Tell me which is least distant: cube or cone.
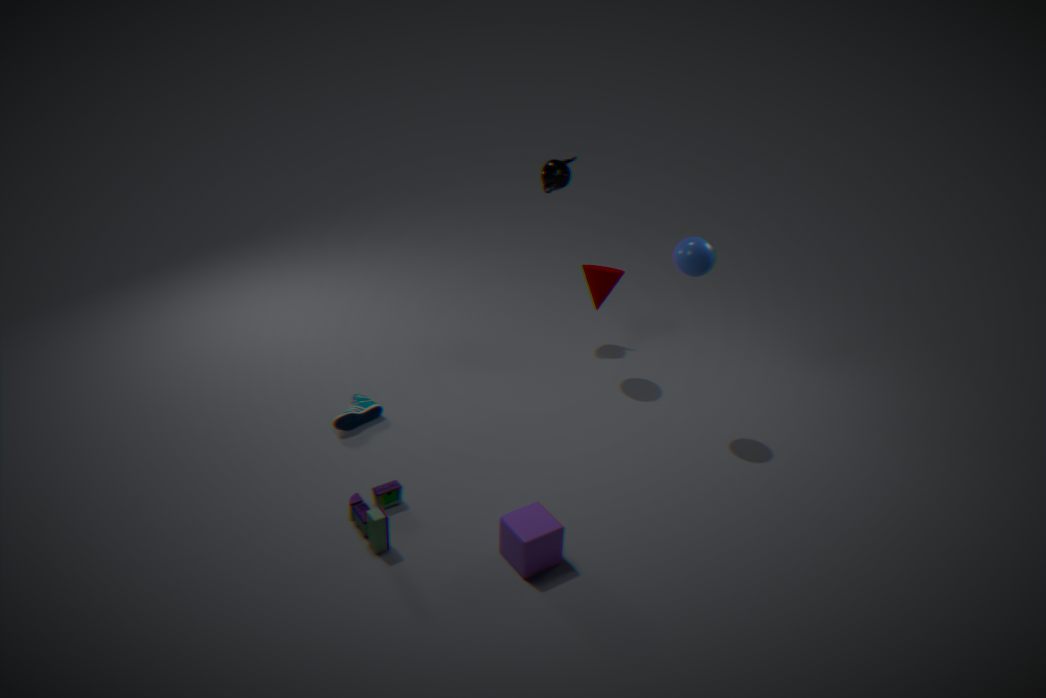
cube
